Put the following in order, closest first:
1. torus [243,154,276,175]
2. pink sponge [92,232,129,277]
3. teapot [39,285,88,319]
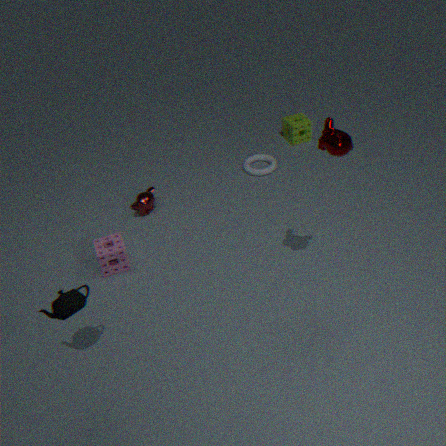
teapot [39,285,88,319]
pink sponge [92,232,129,277]
torus [243,154,276,175]
